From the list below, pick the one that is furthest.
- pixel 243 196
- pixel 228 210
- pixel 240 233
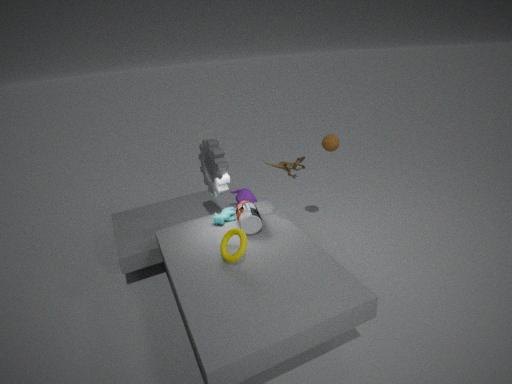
pixel 243 196
